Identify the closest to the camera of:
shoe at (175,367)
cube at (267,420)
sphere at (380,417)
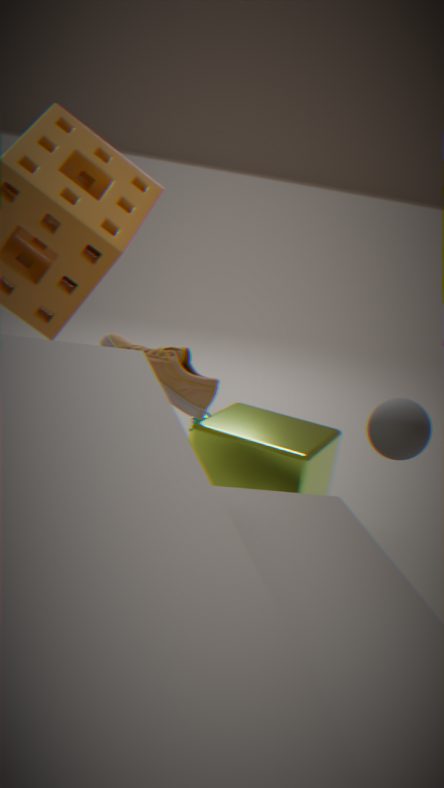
cube at (267,420)
